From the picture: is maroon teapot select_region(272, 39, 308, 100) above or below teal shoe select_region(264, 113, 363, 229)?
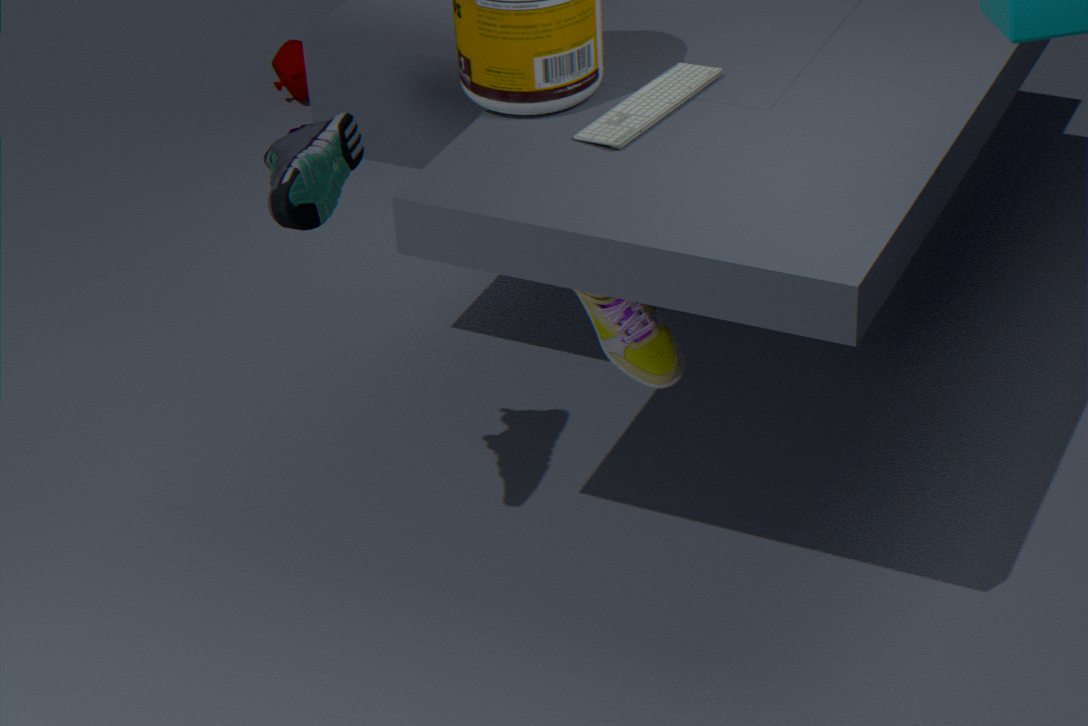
below
